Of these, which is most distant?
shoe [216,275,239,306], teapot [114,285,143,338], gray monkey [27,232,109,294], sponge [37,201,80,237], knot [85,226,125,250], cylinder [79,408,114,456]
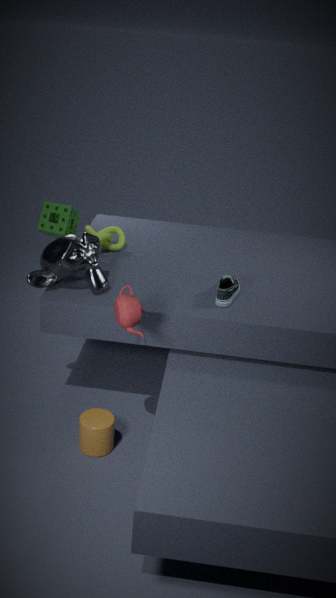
knot [85,226,125,250]
